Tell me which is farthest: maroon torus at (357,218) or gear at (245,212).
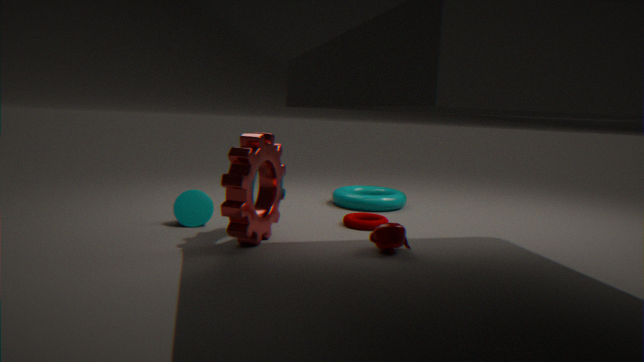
maroon torus at (357,218)
